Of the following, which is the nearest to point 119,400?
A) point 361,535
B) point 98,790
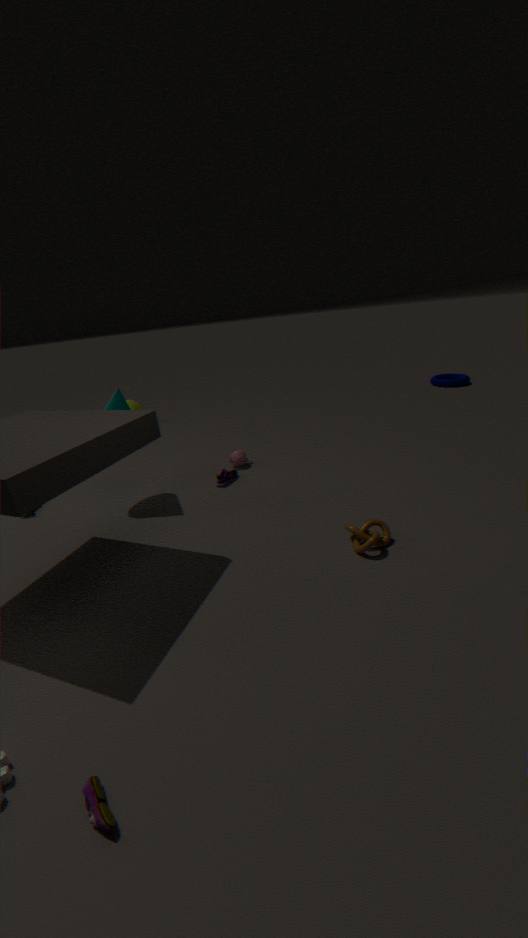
point 361,535
